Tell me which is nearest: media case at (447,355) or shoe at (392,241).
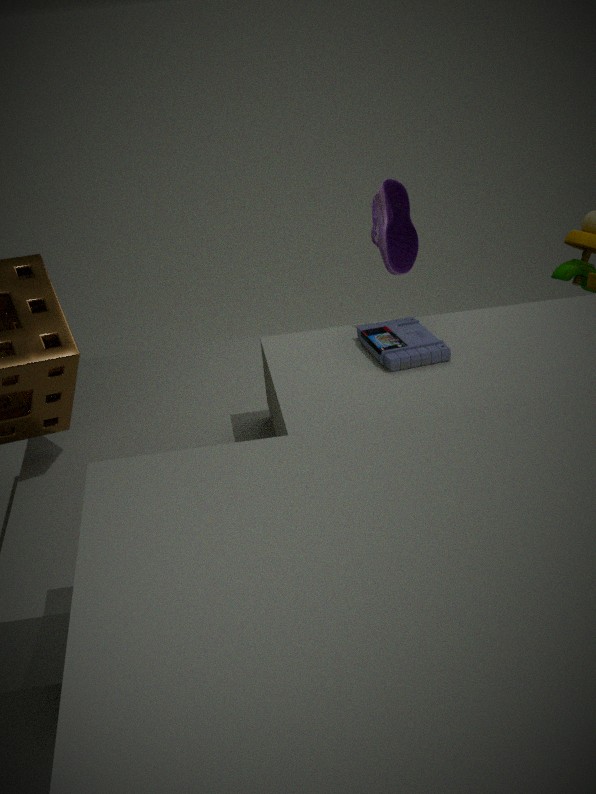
media case at (447,355)
